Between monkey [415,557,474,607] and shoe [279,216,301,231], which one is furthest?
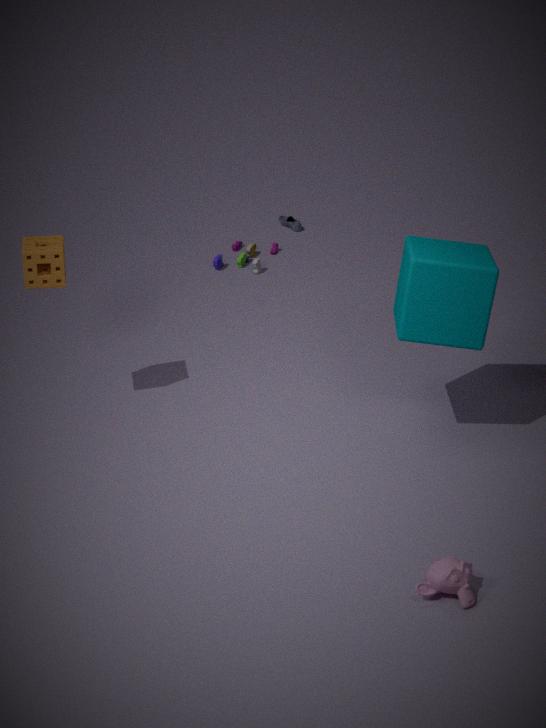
shoe [279,216,301,231]
